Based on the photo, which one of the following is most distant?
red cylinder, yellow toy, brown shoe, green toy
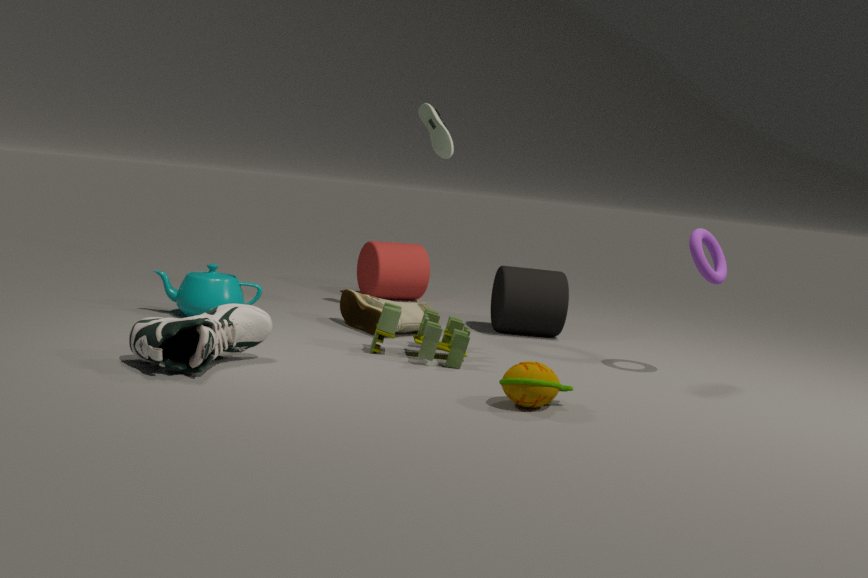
red cylinder
